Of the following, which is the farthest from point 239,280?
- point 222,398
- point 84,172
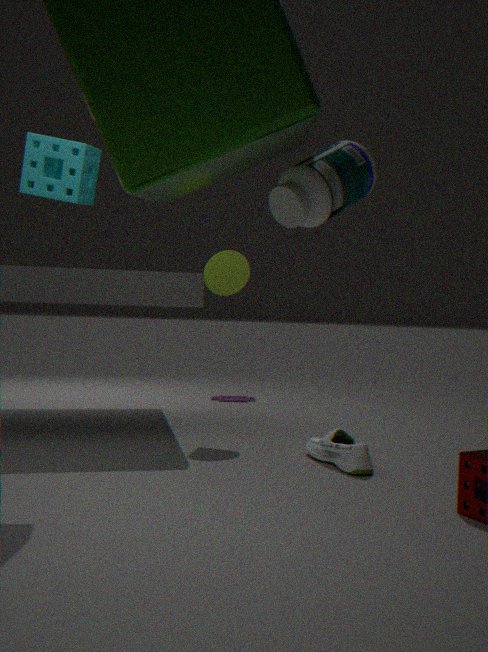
point 222,398
